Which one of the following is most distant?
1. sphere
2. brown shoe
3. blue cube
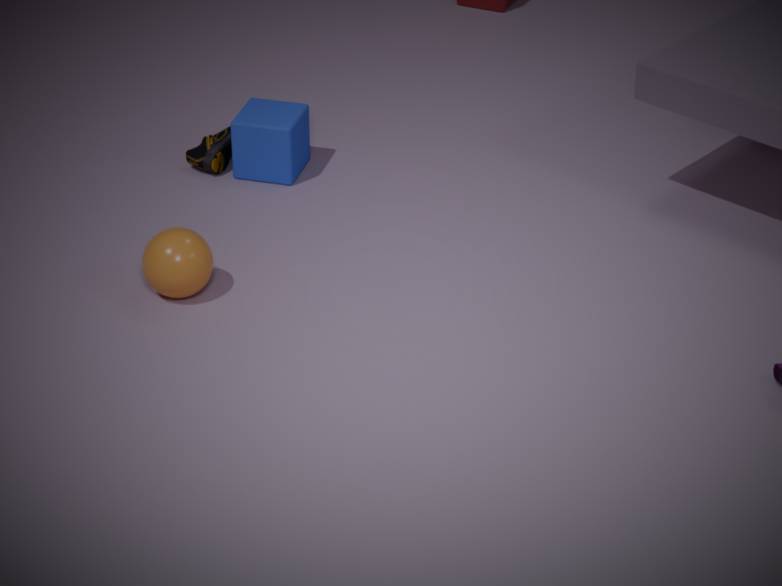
brown shoe
